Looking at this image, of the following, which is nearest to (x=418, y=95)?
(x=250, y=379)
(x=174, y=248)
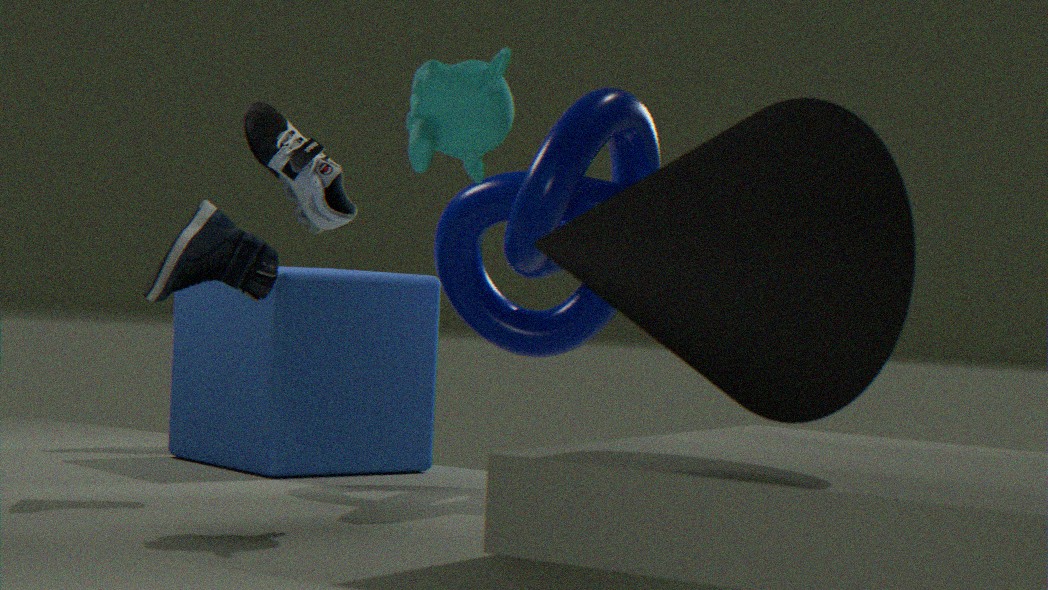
(x=174, y=248)
